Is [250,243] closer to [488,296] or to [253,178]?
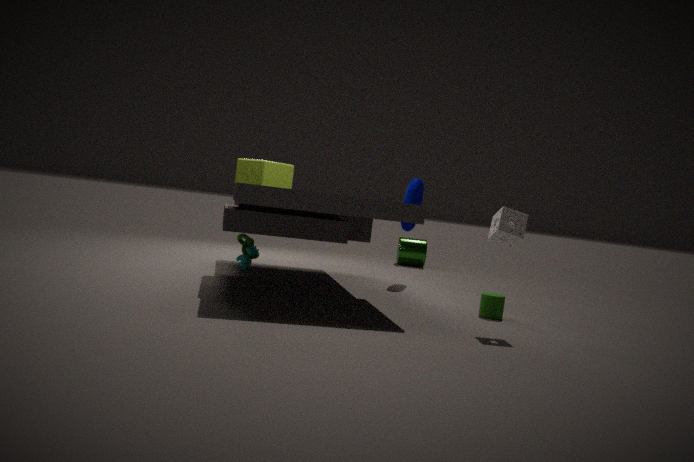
[253,178]
